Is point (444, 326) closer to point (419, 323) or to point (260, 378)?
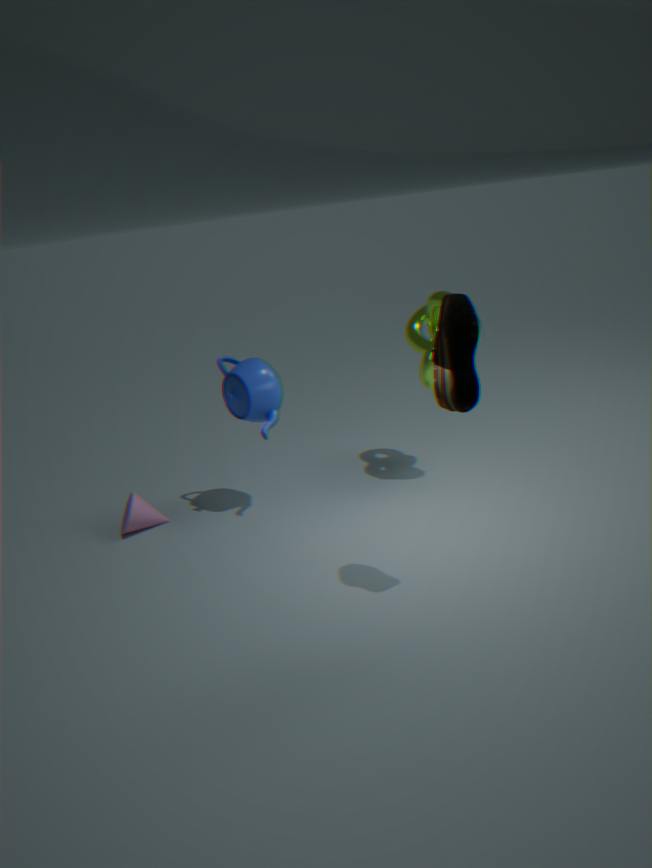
point (419, 323)
